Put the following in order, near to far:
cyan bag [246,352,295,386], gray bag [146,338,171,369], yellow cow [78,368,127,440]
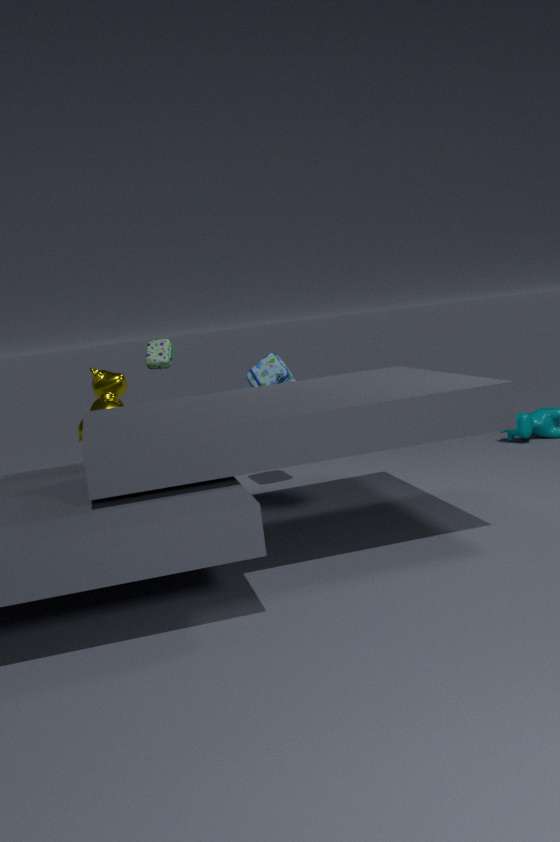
1. yellow cow [78,368,127,440]
2. gray bag [146,338,171,369]
3. cyan bag [246,352,295,386]
